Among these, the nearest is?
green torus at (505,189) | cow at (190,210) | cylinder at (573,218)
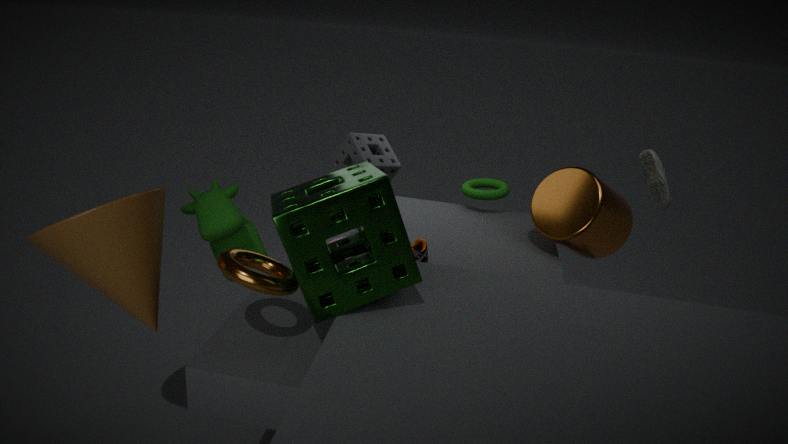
cow at (190,210)
